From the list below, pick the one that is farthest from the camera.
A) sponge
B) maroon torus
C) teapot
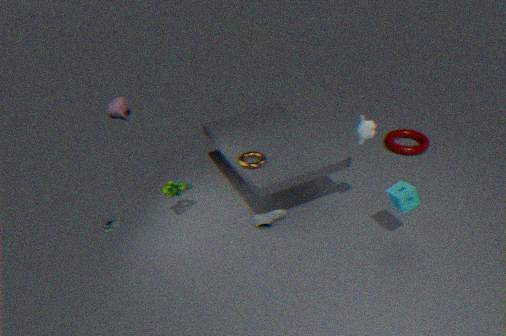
teapot
